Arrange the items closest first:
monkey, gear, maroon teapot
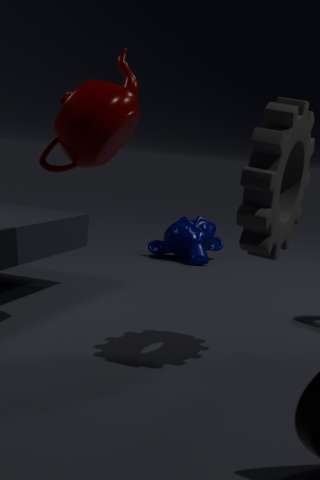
1. gear
2. maroon teapot
3. monkey
